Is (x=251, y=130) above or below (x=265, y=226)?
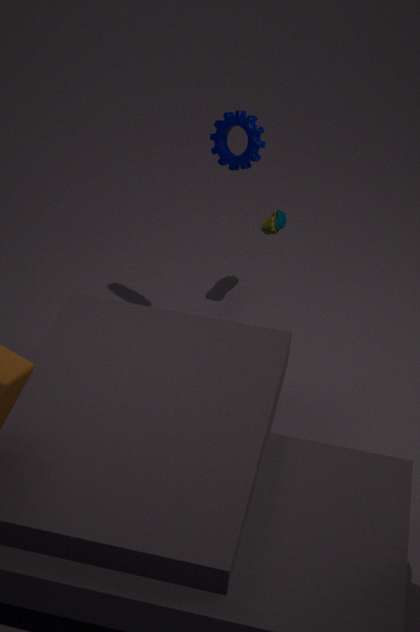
above
